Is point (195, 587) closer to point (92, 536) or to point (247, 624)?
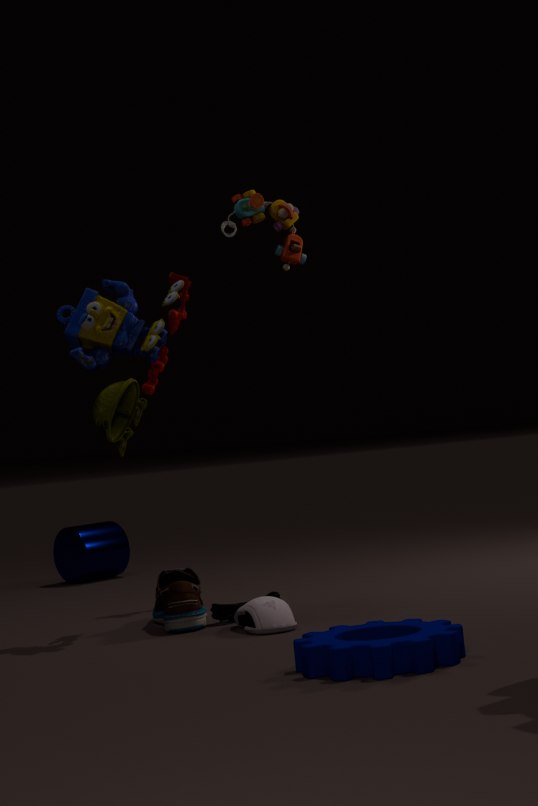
point (247, 624)
